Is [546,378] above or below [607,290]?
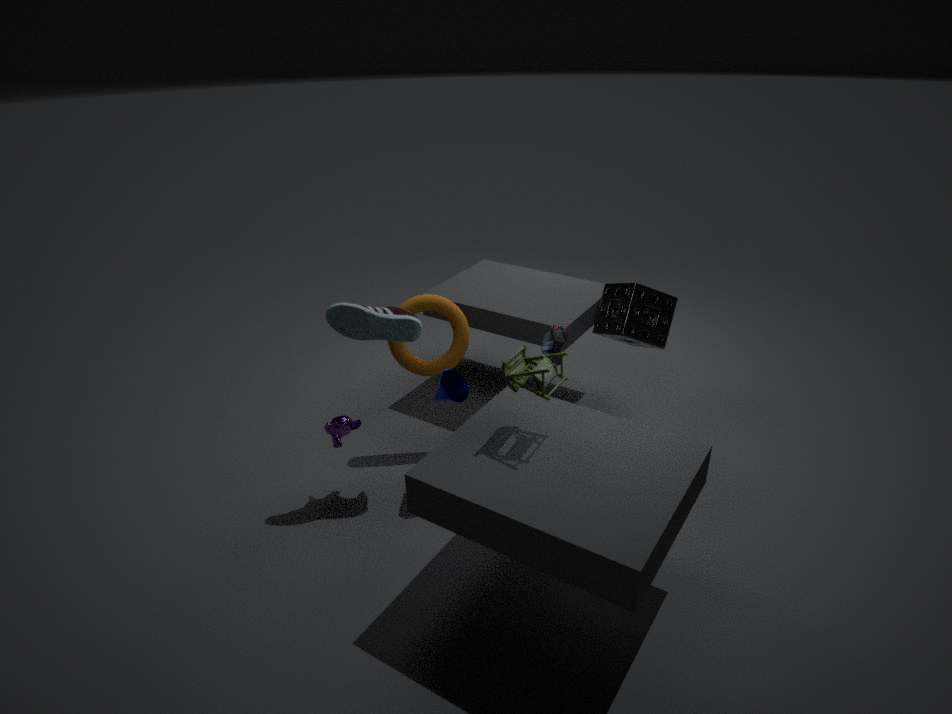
above
